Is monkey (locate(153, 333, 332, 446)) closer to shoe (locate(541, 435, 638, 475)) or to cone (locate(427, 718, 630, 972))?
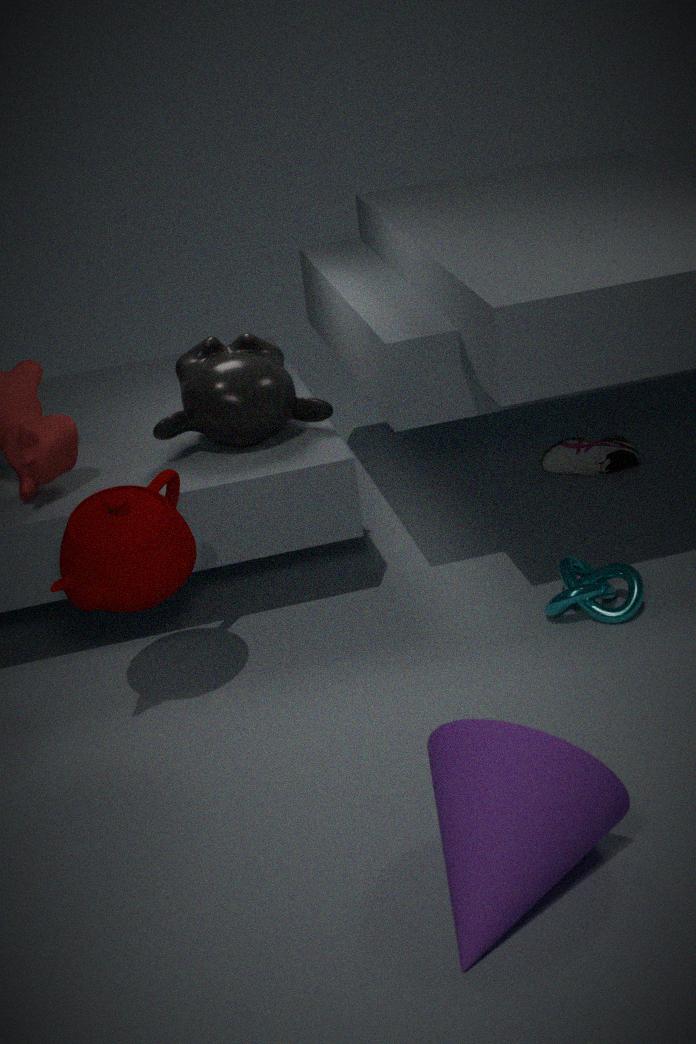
shoe (locate(541, 435, 638, 475))
